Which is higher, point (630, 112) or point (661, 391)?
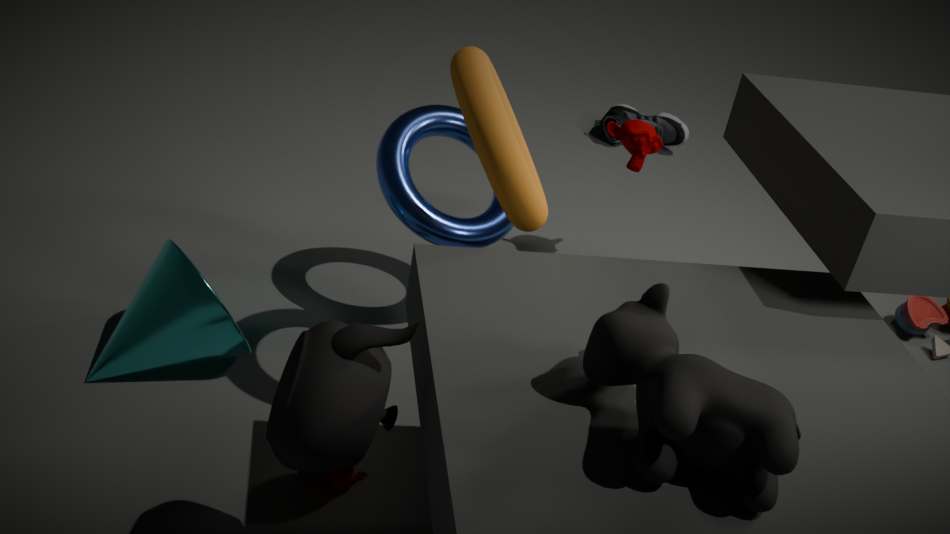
point (661, 391)
